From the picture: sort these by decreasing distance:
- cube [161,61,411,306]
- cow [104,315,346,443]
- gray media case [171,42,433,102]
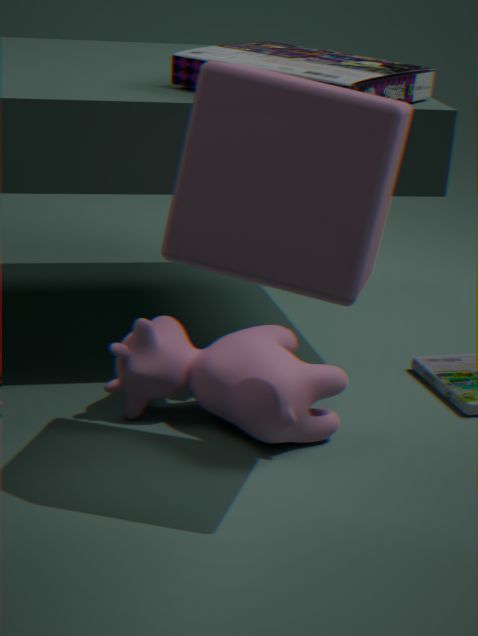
1. gray media case [171,42,433,102]
2. cow [104,315,346,443]
3. cube [161,61,411,306]
